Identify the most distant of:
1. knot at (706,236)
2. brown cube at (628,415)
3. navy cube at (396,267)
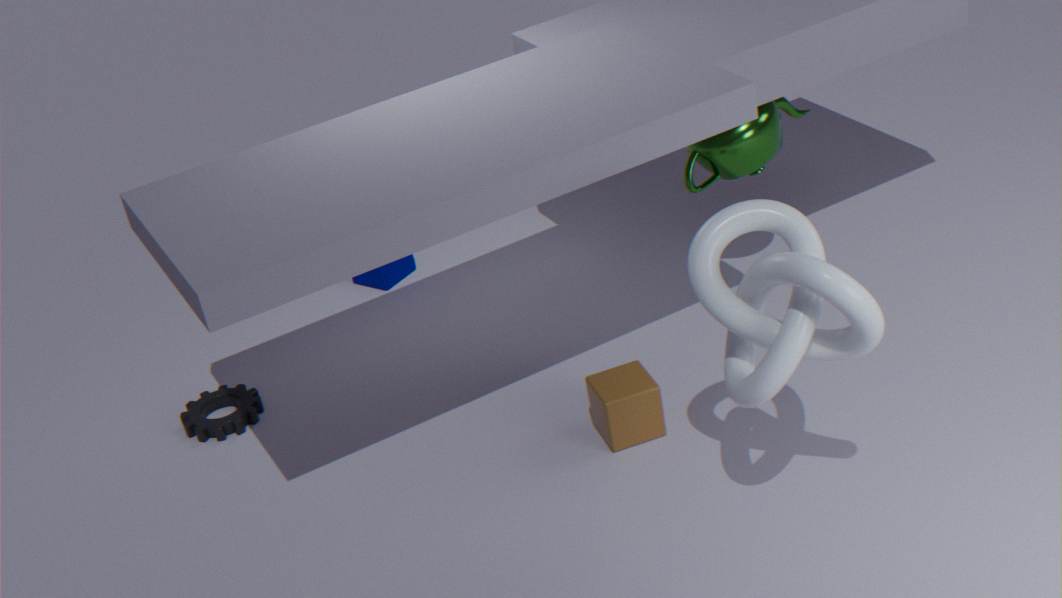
navy cube at (396,267)
